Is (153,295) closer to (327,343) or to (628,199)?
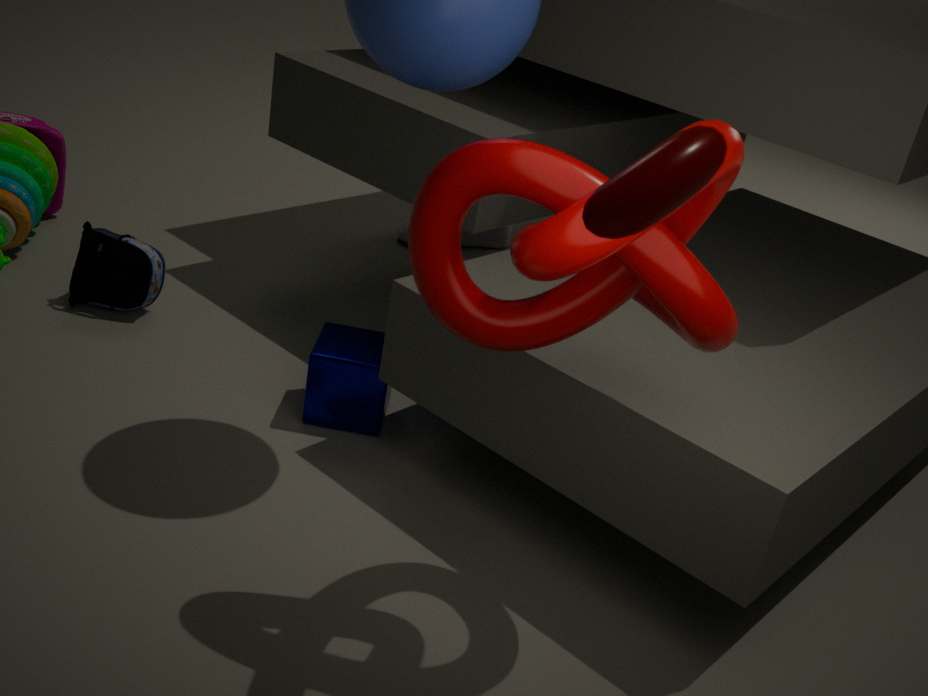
(327,343)
